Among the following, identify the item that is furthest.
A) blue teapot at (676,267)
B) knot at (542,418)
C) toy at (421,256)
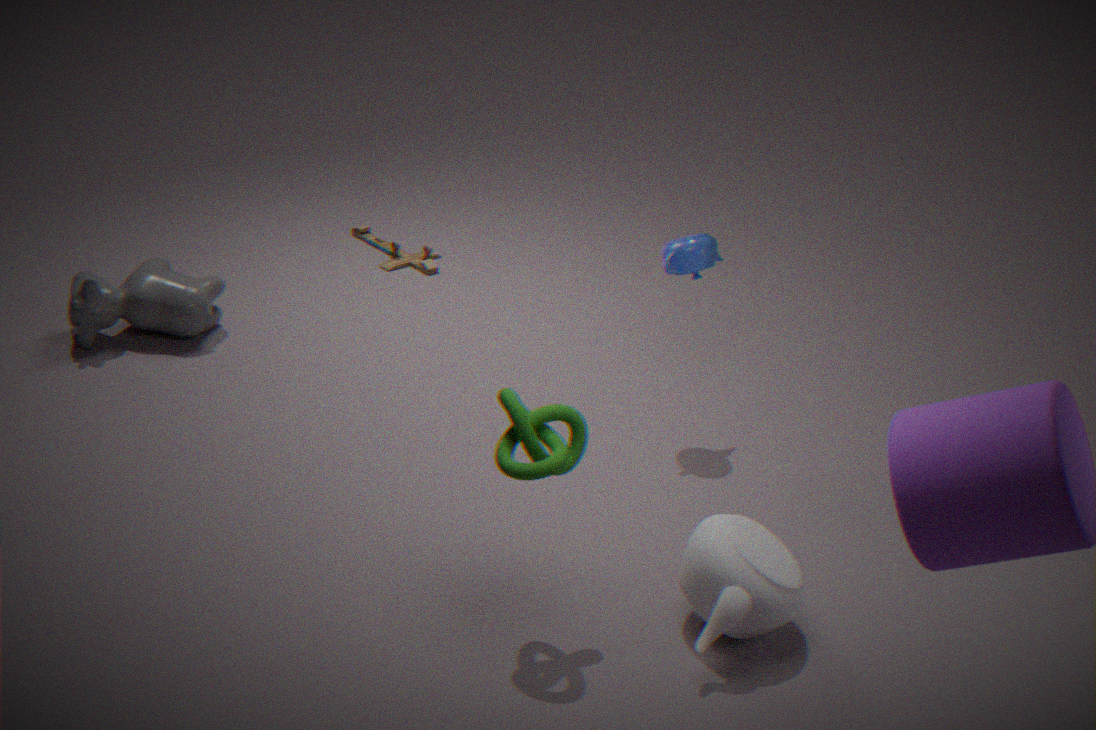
toy at (421,256)
